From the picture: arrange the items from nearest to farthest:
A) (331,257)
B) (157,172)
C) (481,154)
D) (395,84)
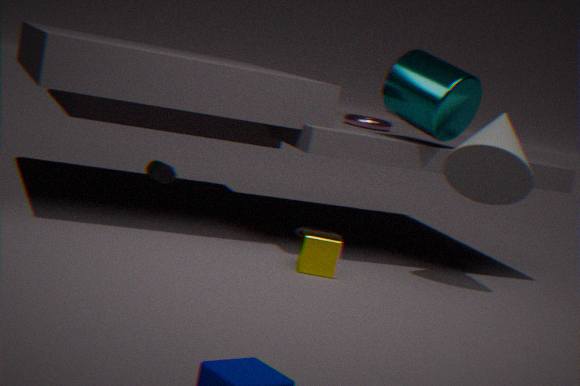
(331,257) → (481,154) → (395,84) → (157,172)
